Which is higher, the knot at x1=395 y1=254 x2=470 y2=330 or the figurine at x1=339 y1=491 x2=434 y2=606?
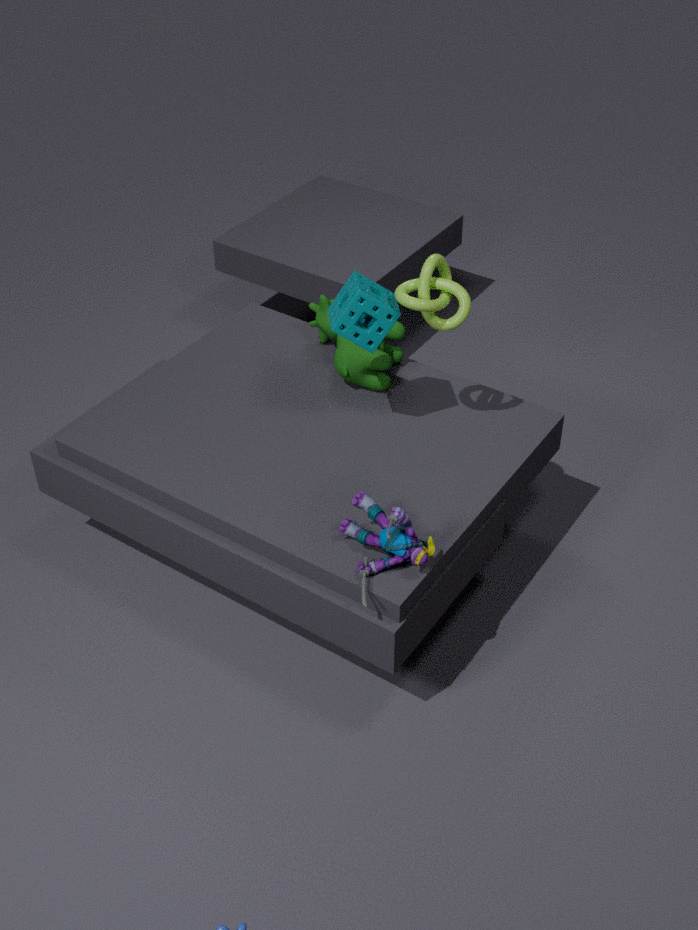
the knot at x1=395 y1=254 x2=470 y2=330
